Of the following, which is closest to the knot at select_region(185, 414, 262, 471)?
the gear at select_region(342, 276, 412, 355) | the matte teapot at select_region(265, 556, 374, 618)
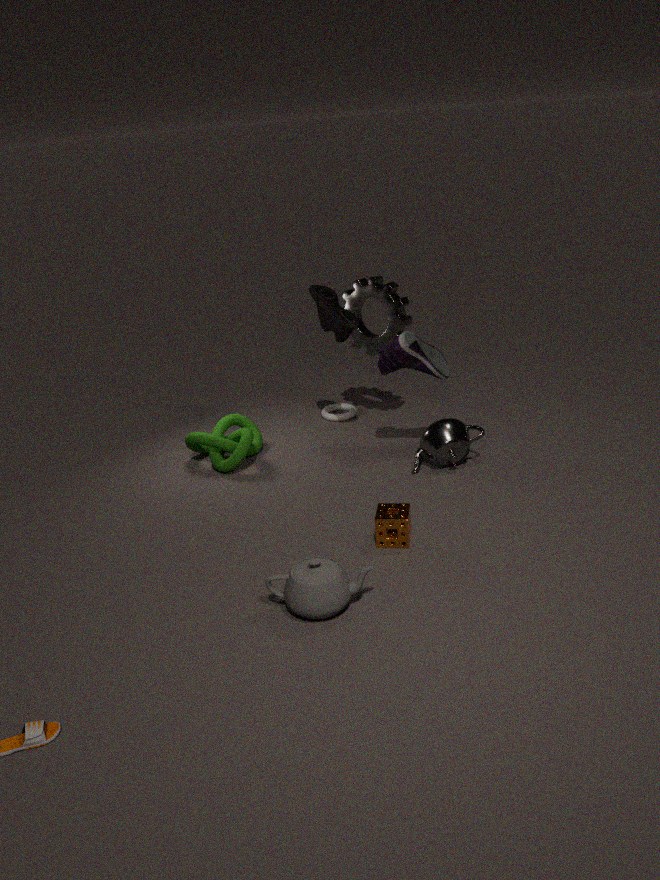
the gear at select_region(342, 276, 412, 355)
